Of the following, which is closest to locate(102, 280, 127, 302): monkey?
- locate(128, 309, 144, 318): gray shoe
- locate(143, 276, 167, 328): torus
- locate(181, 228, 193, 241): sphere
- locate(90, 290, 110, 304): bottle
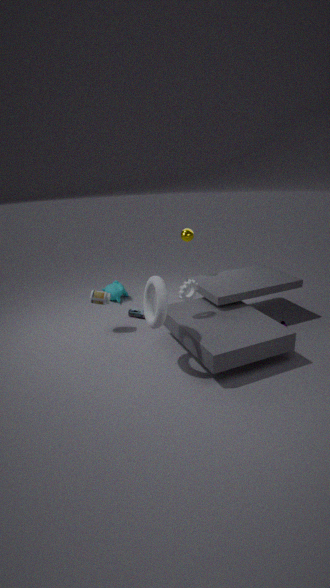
locate(128, 309, 144, 318): gray shoe
